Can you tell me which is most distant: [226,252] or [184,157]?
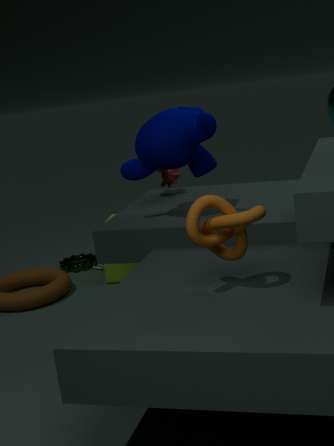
[184,157]
